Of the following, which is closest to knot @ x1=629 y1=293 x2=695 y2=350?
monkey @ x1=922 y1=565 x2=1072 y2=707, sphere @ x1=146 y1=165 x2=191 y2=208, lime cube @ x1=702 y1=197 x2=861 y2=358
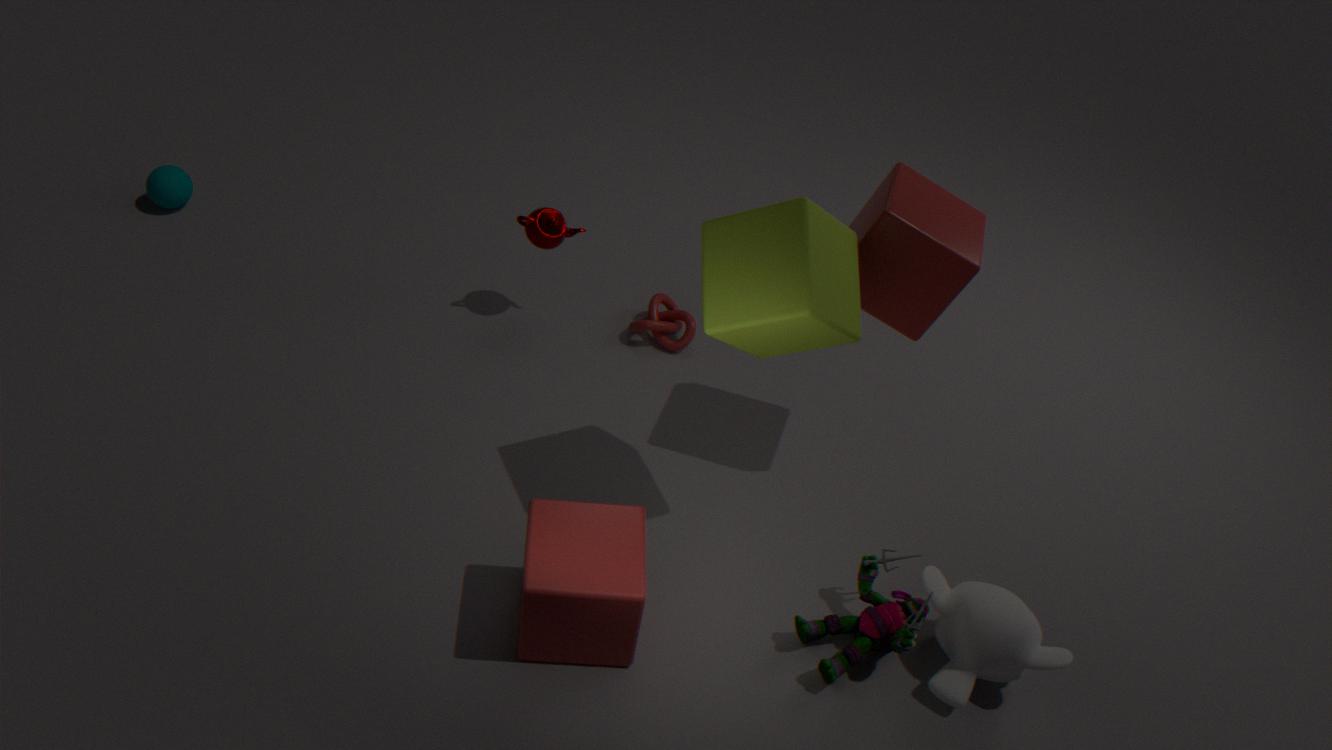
lime cube @ x1=702 y1=197 x2=861 y2=358
